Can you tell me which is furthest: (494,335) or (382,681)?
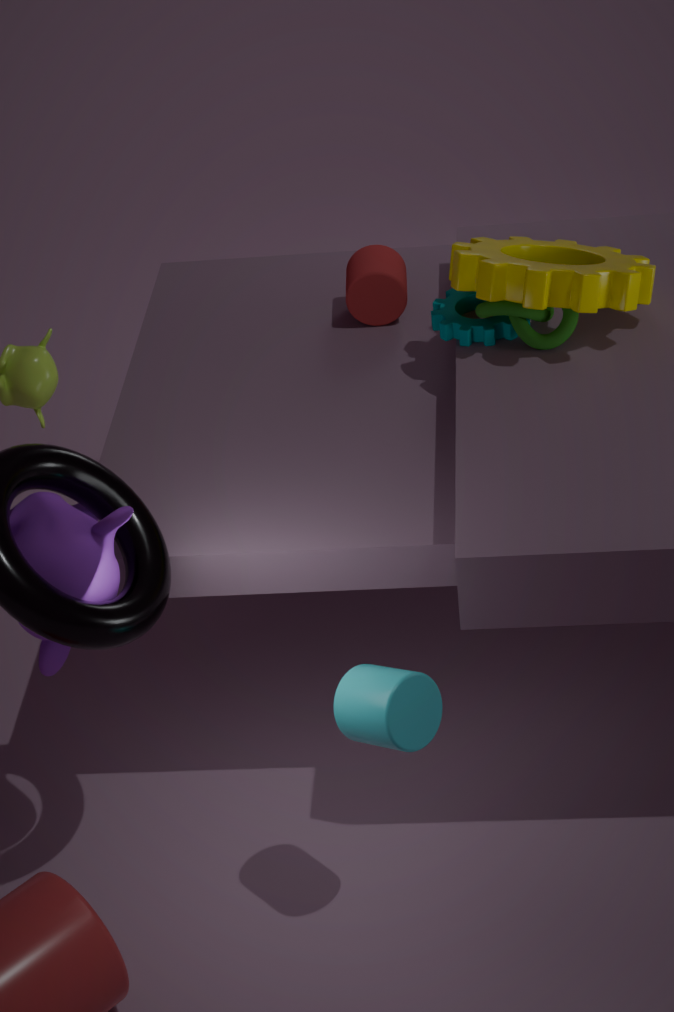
(494,335)
